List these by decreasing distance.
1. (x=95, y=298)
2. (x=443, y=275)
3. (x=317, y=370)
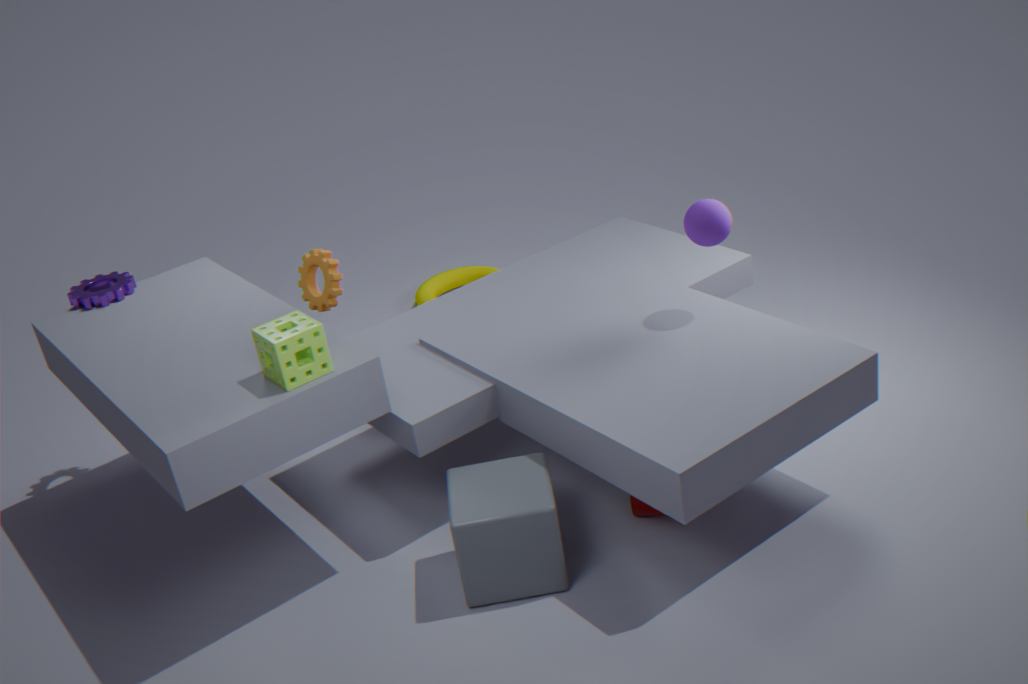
1. (x=443, y=275)
2. (x=95, y=298)
3. (x=317, y=370)
